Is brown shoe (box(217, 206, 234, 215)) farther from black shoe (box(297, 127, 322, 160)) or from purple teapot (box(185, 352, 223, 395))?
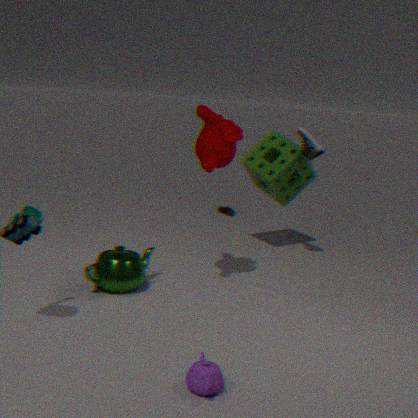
purple teapot (box(185, 352, 223, 395))
